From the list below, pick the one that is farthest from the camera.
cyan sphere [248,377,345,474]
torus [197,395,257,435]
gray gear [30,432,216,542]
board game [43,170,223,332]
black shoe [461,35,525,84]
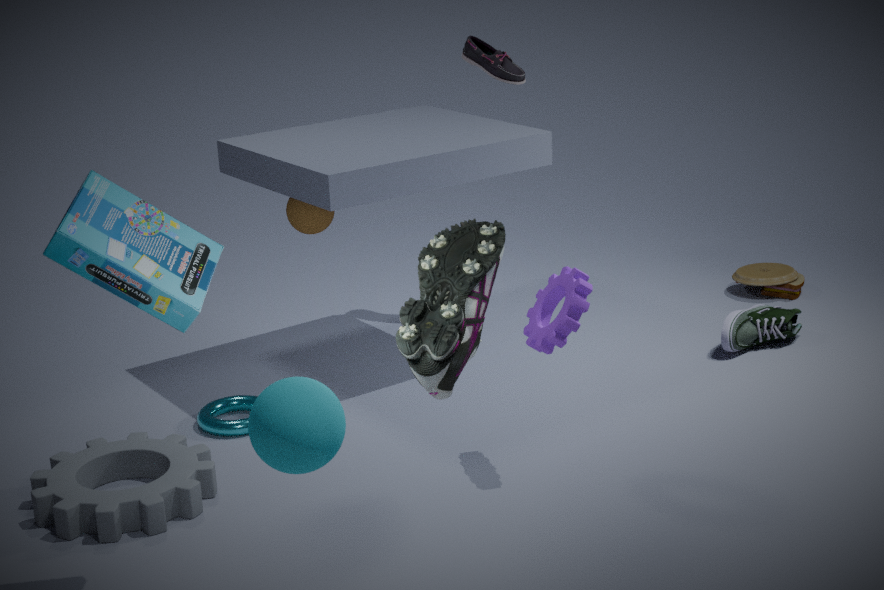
black shoe [461,35,525,84]
